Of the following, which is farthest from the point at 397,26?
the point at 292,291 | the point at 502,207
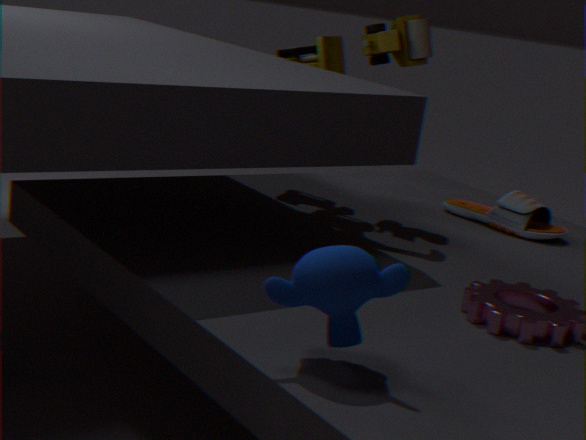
the point at 292,291
